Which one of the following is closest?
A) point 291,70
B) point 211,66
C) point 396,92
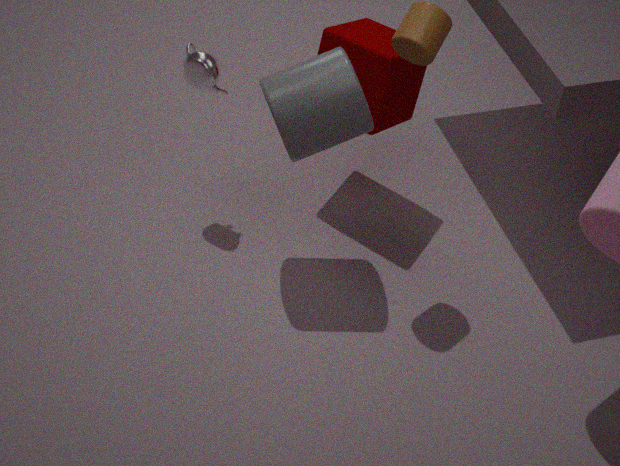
point 291,70
